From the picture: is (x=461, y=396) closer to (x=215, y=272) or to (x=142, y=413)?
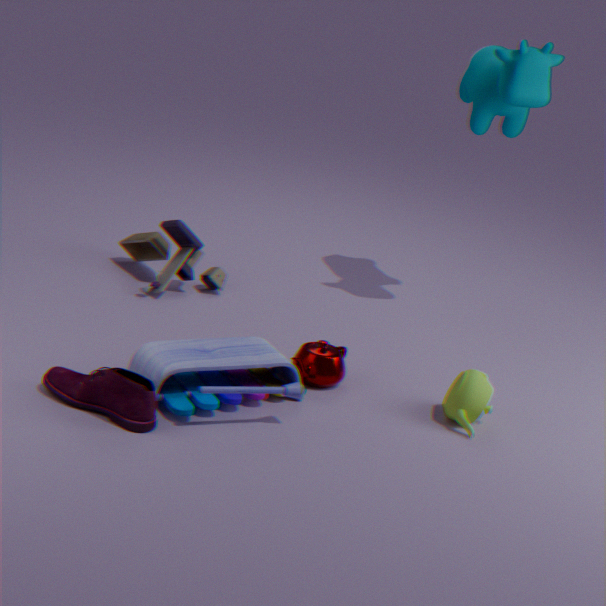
(x=142, y=413)
